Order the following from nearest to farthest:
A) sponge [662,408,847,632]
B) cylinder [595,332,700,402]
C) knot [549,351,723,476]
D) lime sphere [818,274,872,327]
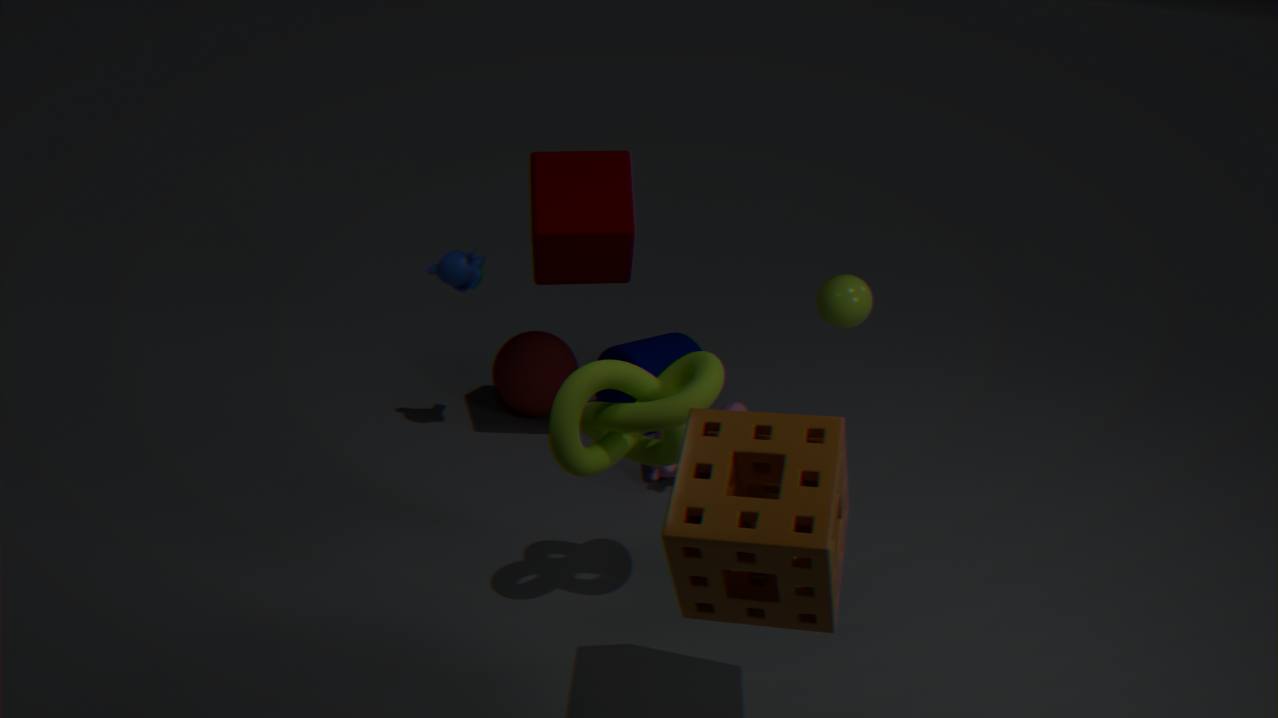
1. A. sponge [662,408,847,632]
2. C. knot [549,351,723,476]
3. D. lime sphere [818,274,872,327]
4. B. cylinder [595,332,700,402]
